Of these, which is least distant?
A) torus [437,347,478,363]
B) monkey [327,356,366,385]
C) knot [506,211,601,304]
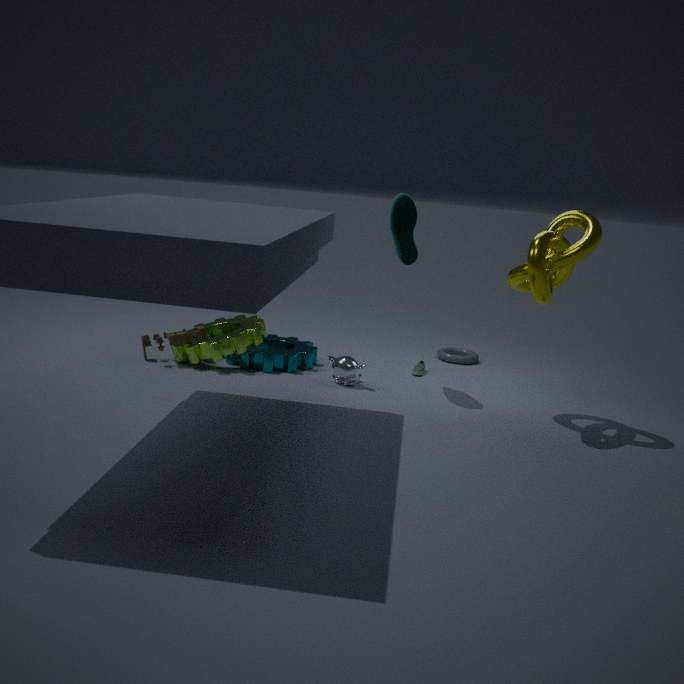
knot [506,211,601,304]
